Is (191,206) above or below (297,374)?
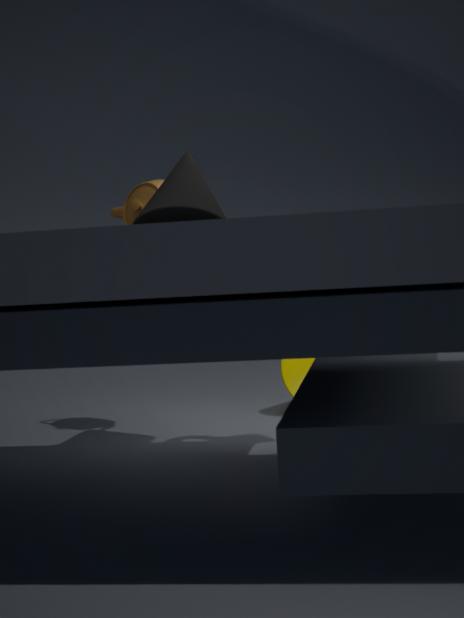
above
